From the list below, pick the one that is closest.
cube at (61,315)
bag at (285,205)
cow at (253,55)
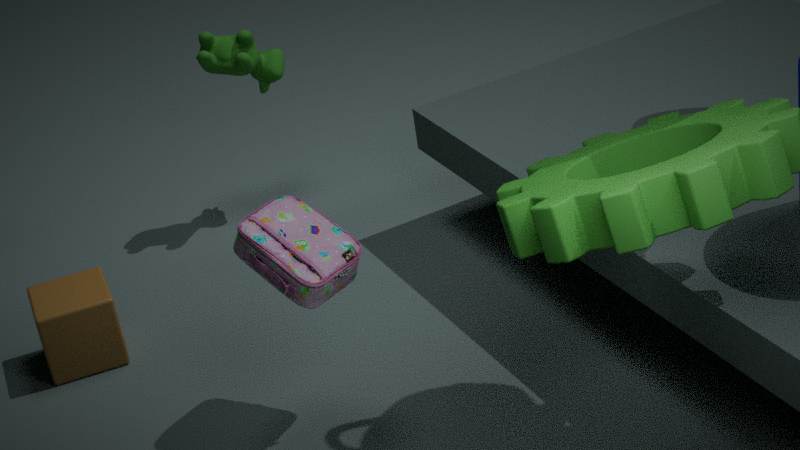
bag at (285,205)
